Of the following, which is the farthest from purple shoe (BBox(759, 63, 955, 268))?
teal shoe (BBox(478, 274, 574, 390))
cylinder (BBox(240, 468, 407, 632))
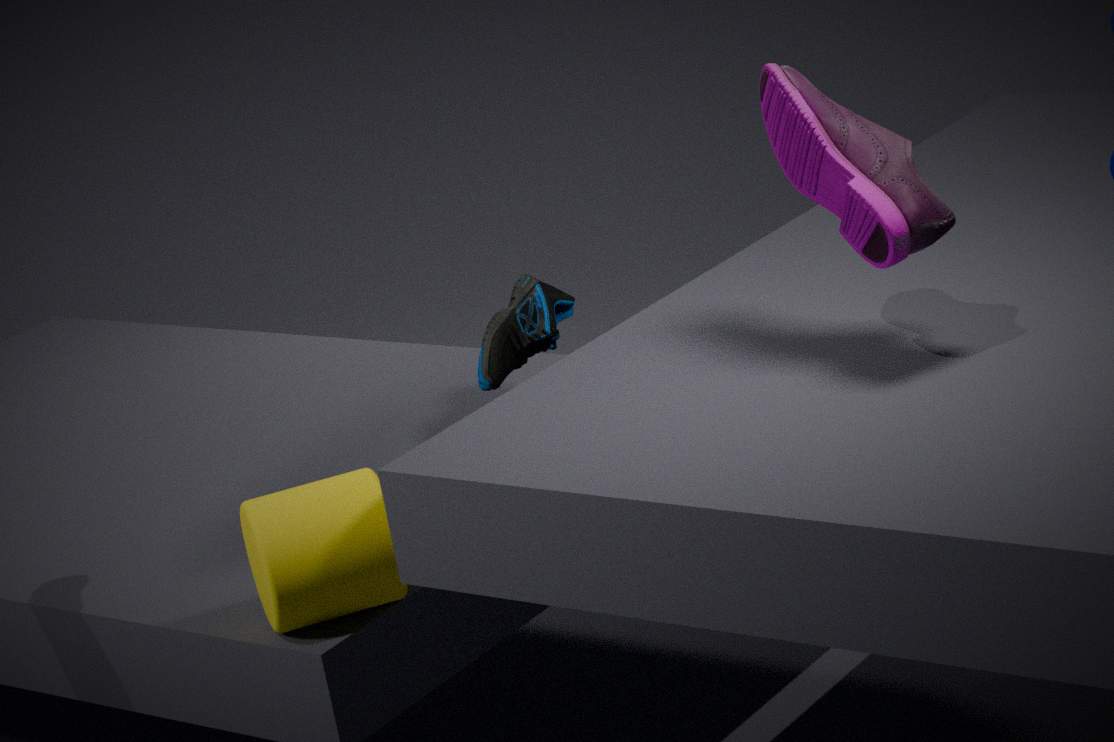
cylinder (BBox(240, 468, 407, 632))
